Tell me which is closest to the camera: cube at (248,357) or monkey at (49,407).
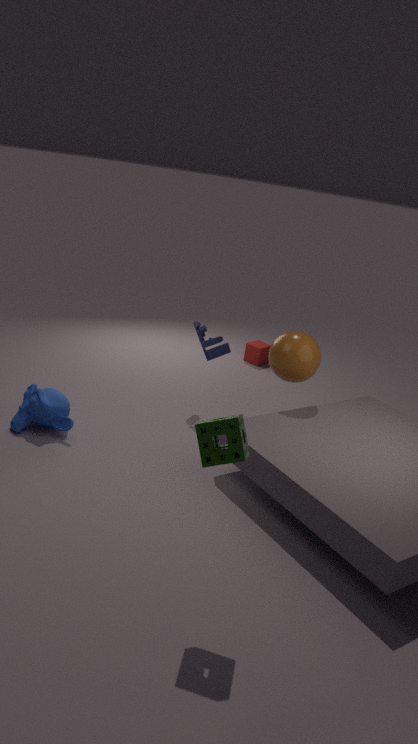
monkey at (49,407)
